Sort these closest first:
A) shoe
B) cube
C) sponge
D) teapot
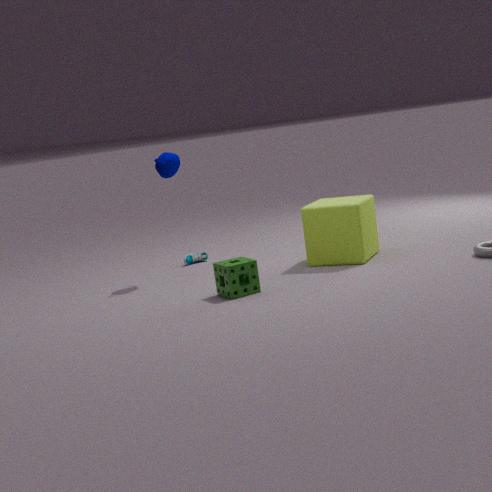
C. sponge, B. cube, D. teapot, A. shoe
